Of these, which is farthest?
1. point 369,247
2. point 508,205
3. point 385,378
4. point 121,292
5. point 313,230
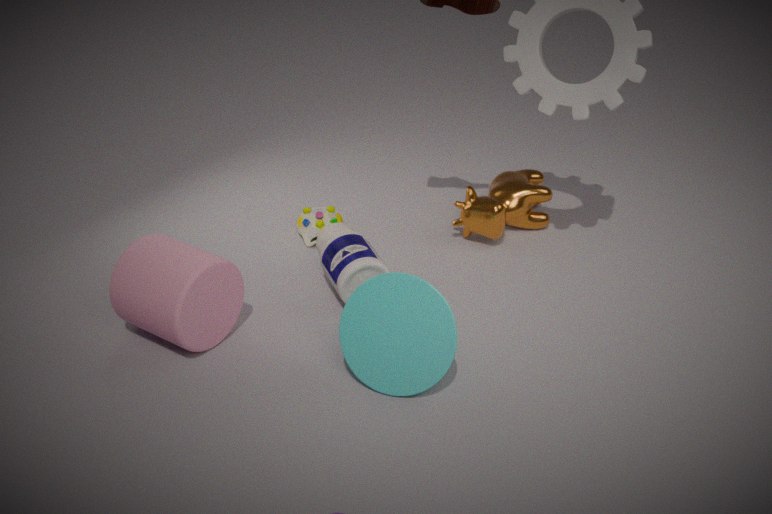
point 313,230
